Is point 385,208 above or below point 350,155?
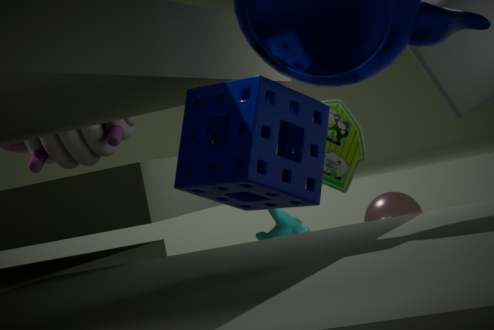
below
